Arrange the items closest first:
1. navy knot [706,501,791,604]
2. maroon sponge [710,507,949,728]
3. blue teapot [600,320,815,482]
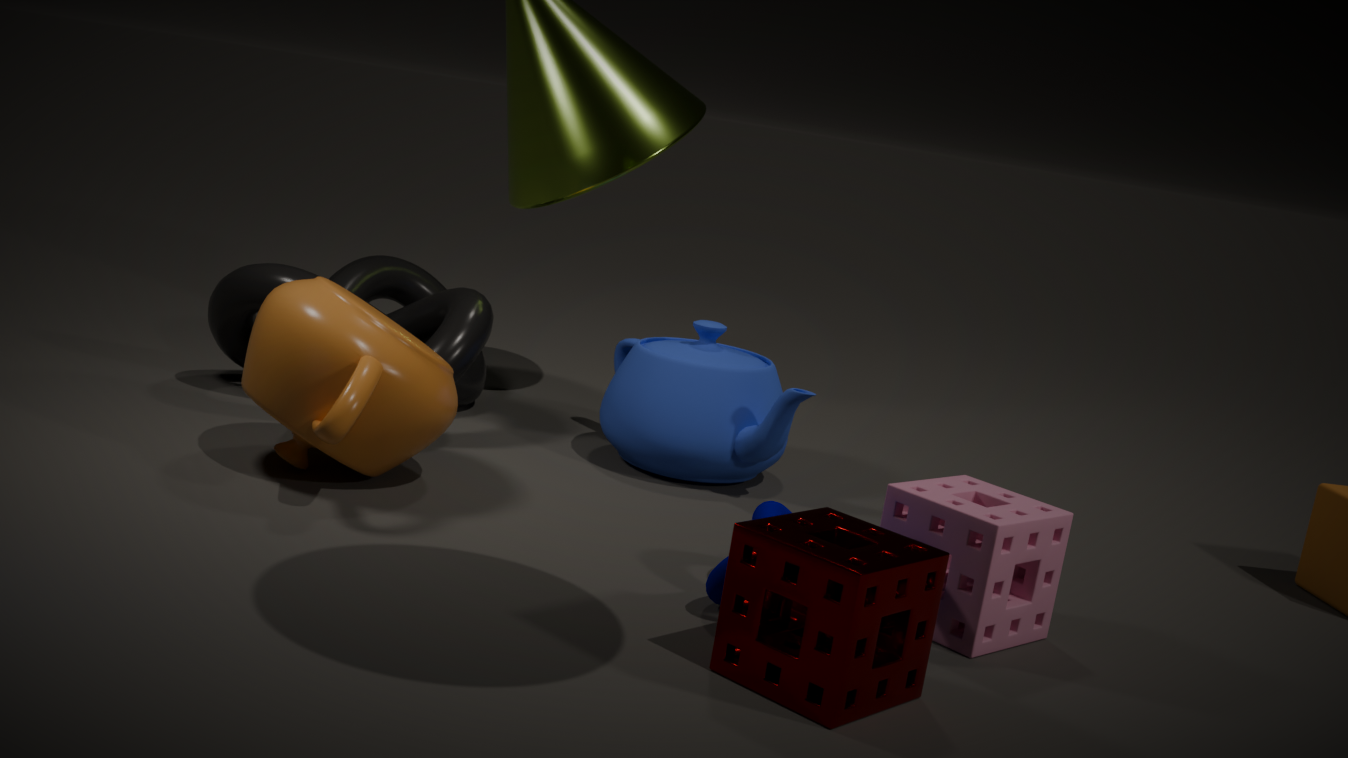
maroon sponge [710,507,949,728]
navy knot [706,501,791,604]
blue teapot [600,320,815,482]
